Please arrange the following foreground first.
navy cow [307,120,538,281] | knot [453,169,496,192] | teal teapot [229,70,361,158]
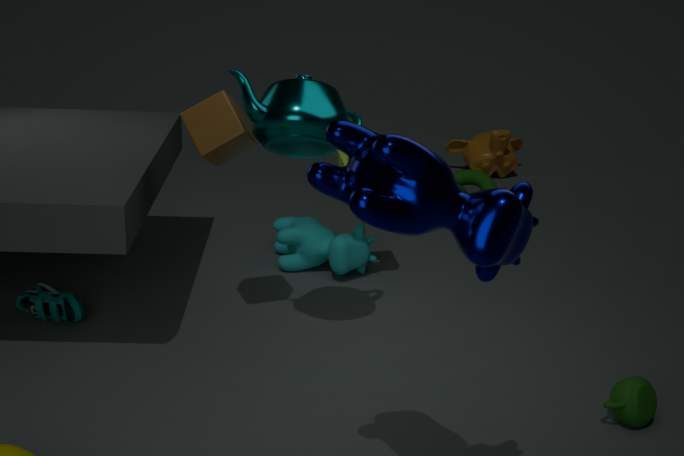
navy cow [307,120,538,281], teal teapot [229,70,361,158], knot [453,169,496,192]
